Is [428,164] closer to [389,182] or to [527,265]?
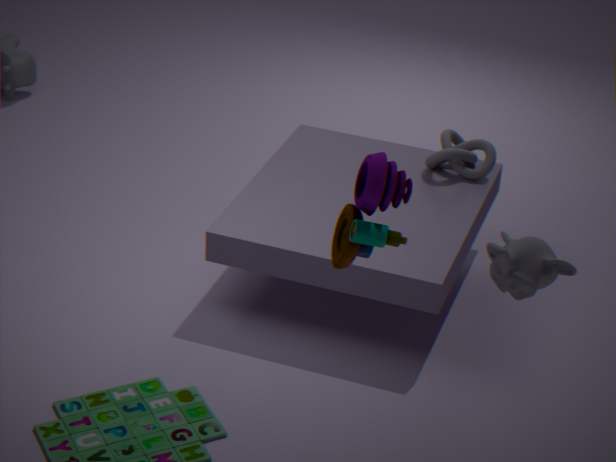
[389,182]
